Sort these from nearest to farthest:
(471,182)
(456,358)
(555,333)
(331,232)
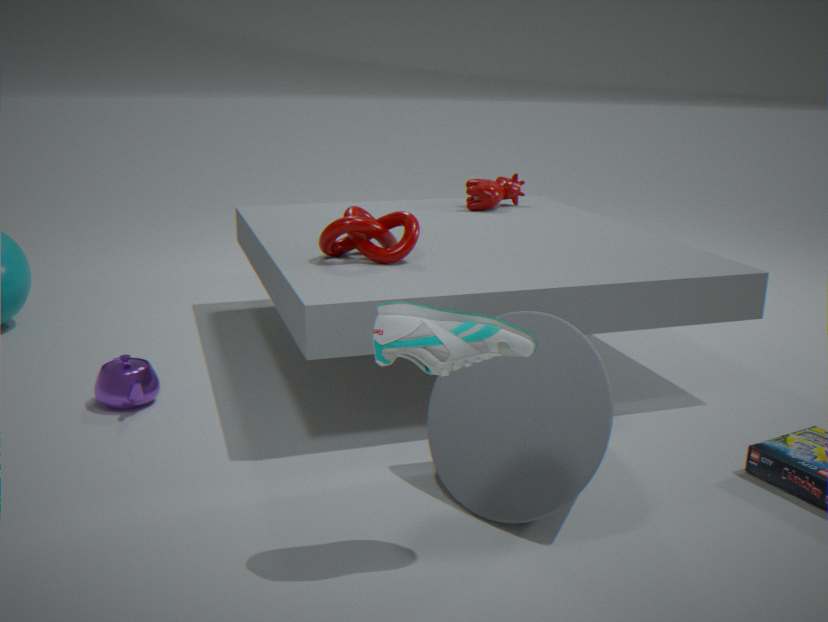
(456,358), (555,333), (331,232), (471,182)
